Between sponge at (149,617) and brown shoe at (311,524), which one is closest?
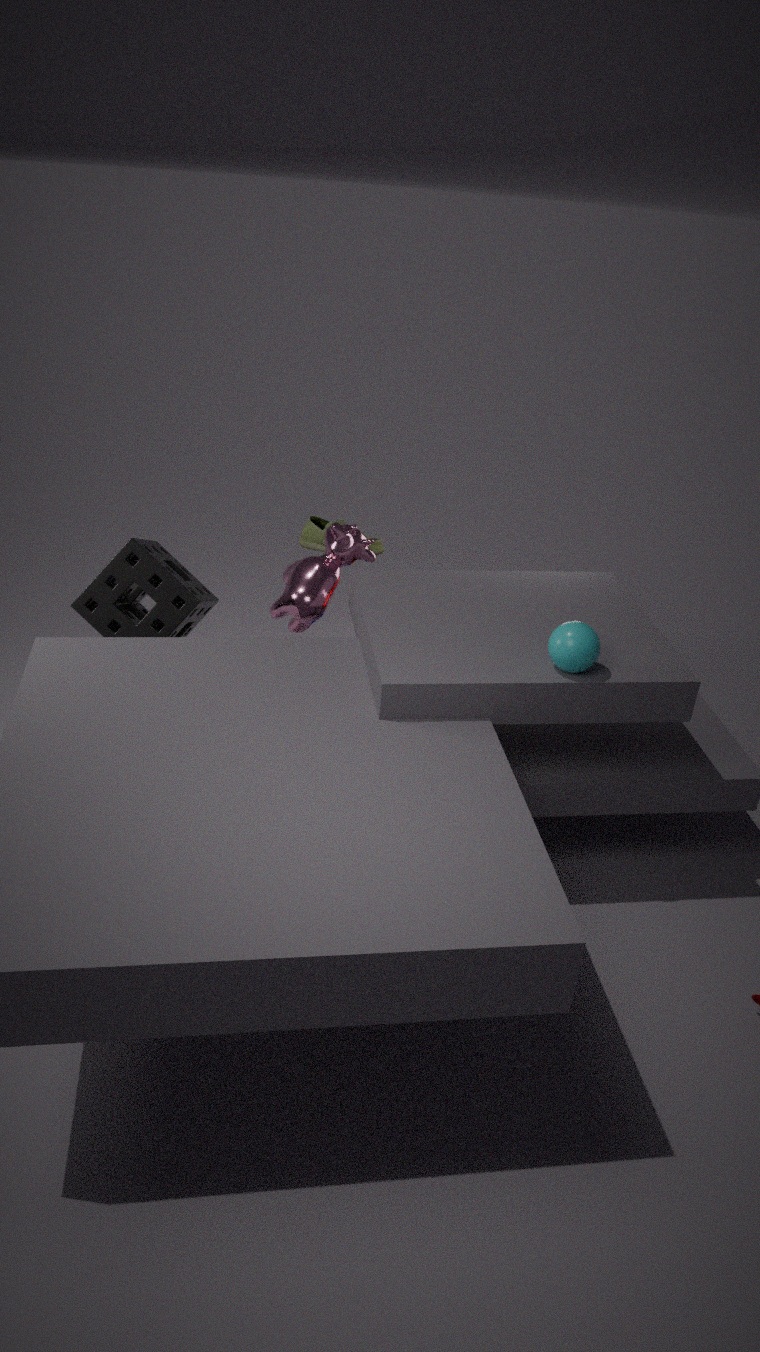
sponge at (149,617)
